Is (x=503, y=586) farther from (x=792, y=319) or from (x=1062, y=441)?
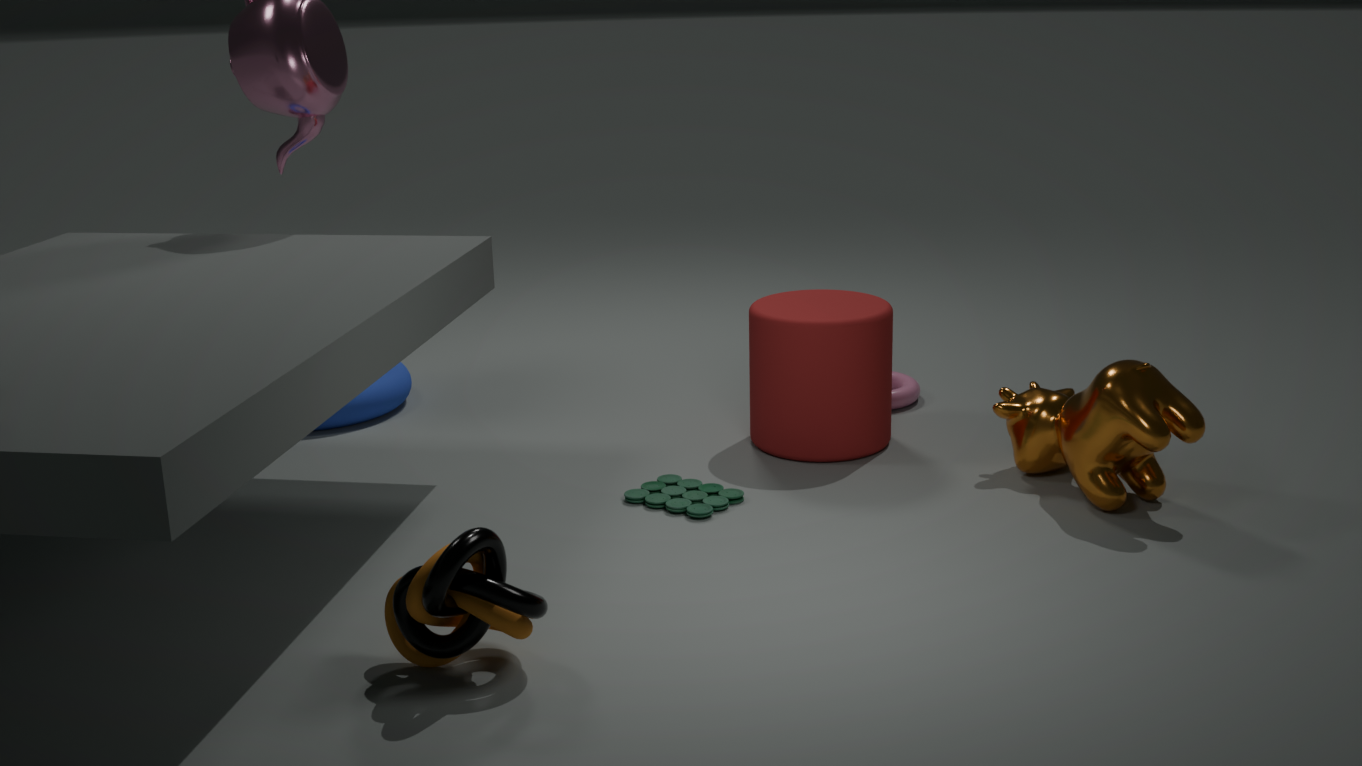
(x=1062, y=441)
